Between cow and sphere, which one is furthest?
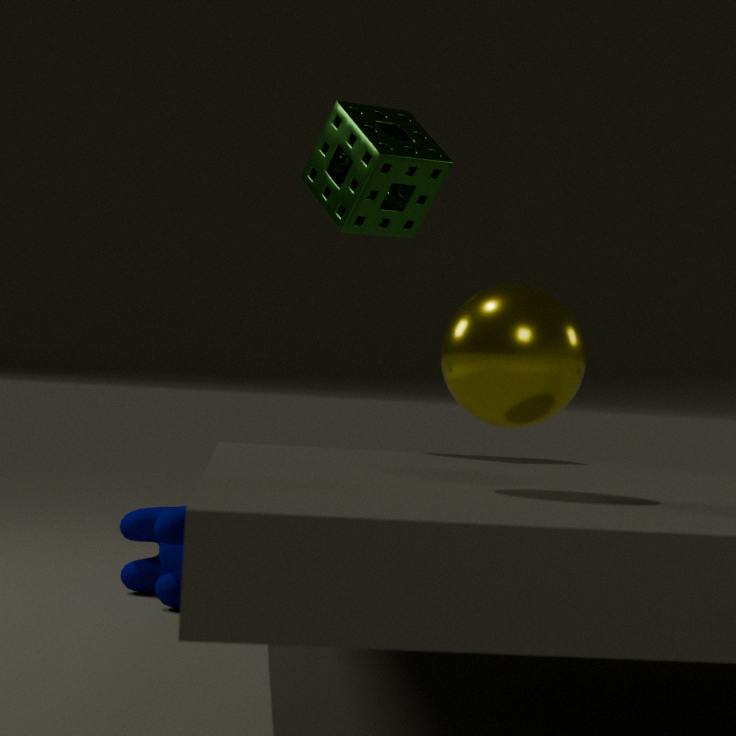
cow
